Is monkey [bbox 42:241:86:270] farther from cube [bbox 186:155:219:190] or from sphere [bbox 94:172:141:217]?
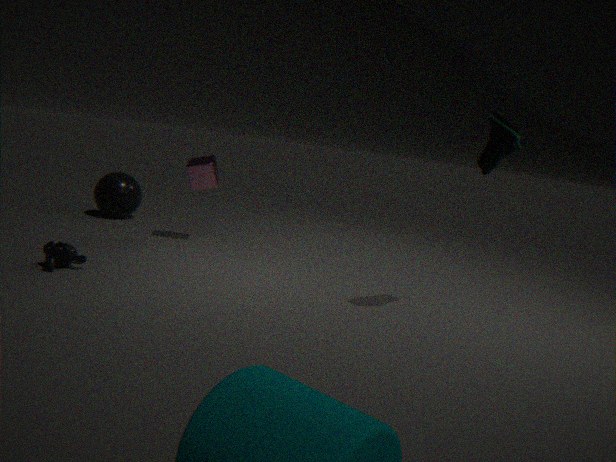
sphere [bbox 94:172:141:217]
